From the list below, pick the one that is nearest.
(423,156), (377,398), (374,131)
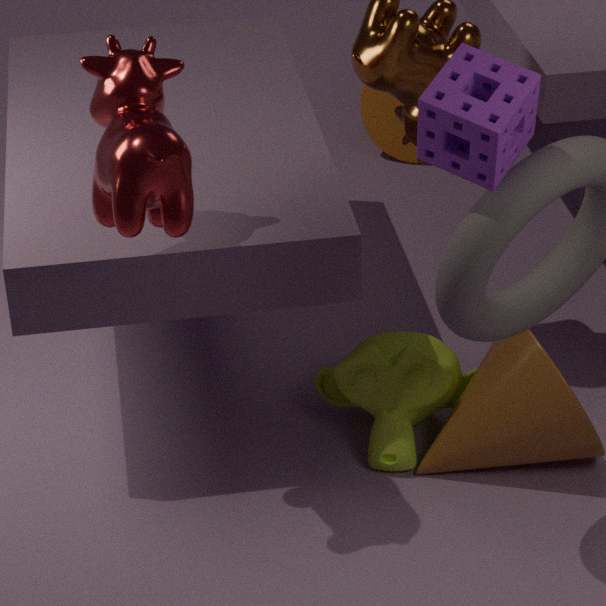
(423,156)
